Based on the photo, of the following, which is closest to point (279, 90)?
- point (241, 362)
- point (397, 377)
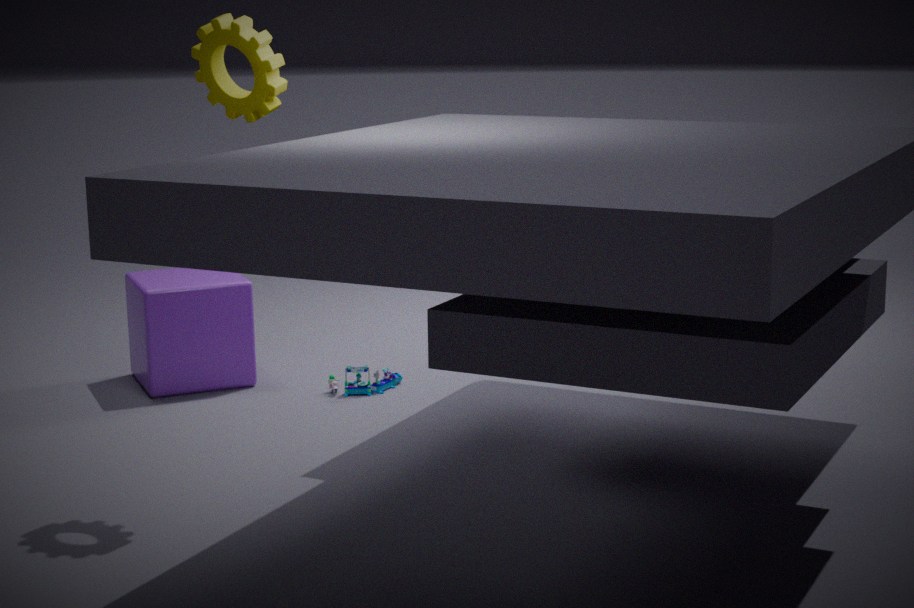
point (397, 377)
